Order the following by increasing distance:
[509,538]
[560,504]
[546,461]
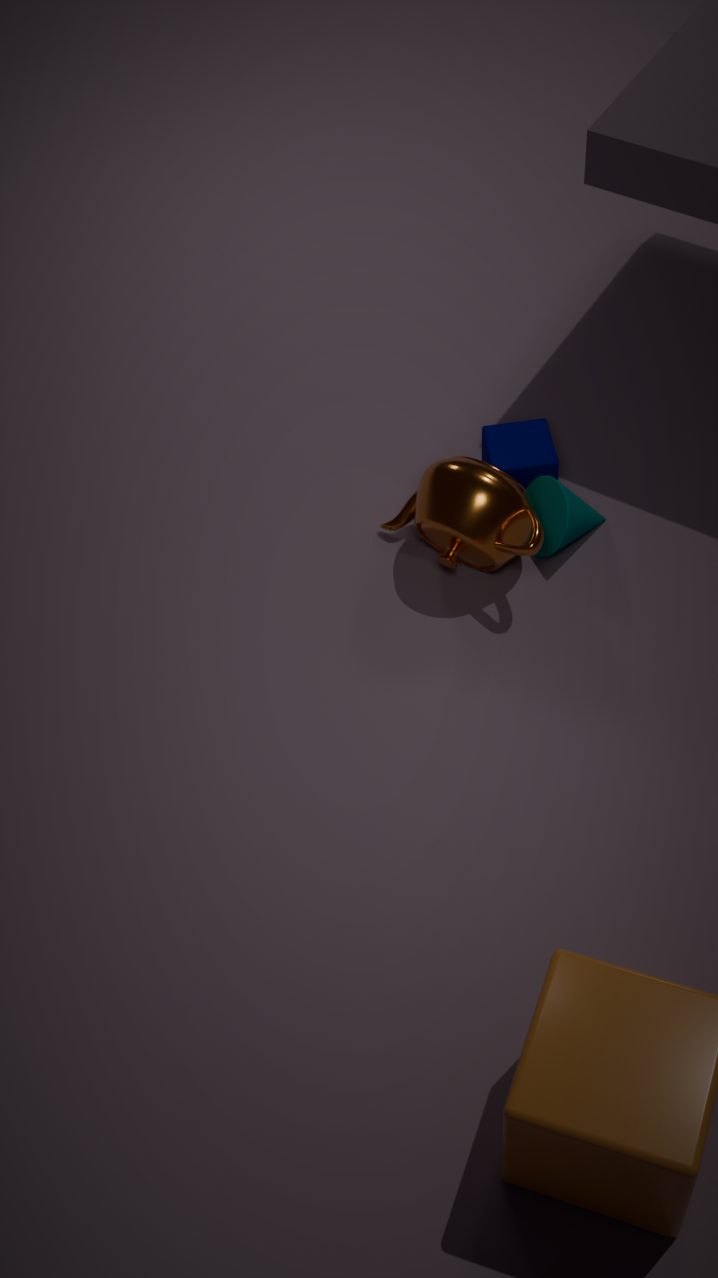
[509,538]
[560,504]
[546,461]
